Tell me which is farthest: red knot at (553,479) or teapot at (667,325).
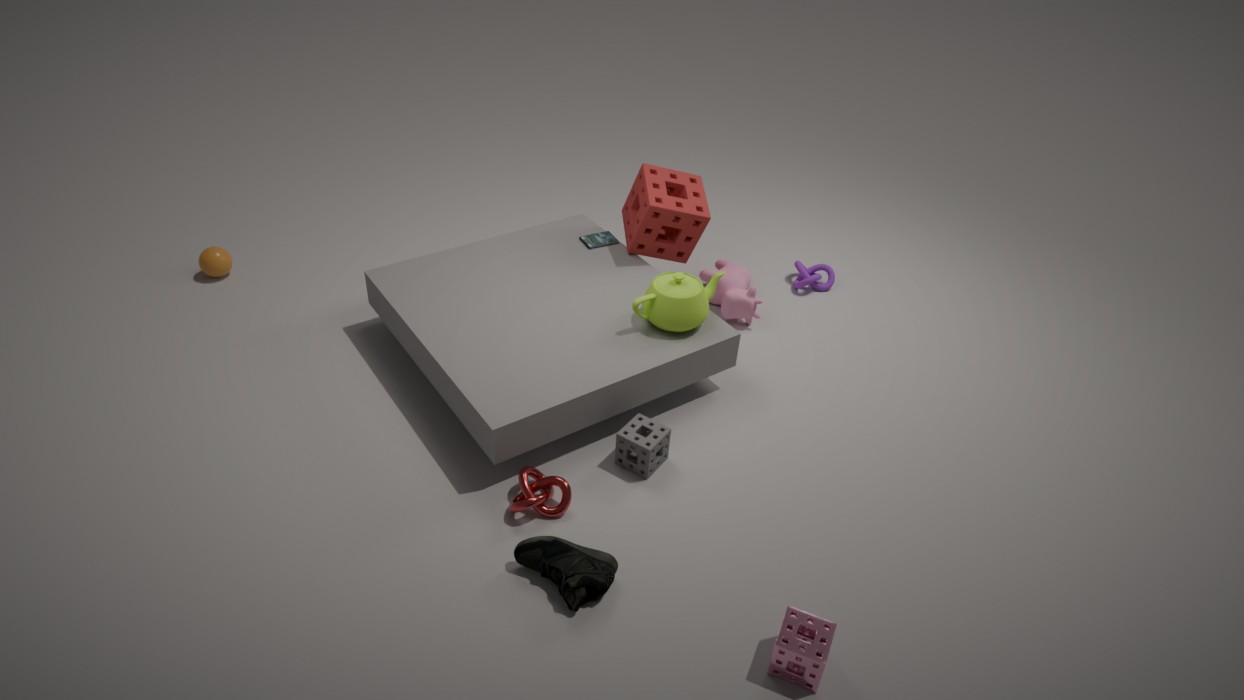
teapot at (667,325)
